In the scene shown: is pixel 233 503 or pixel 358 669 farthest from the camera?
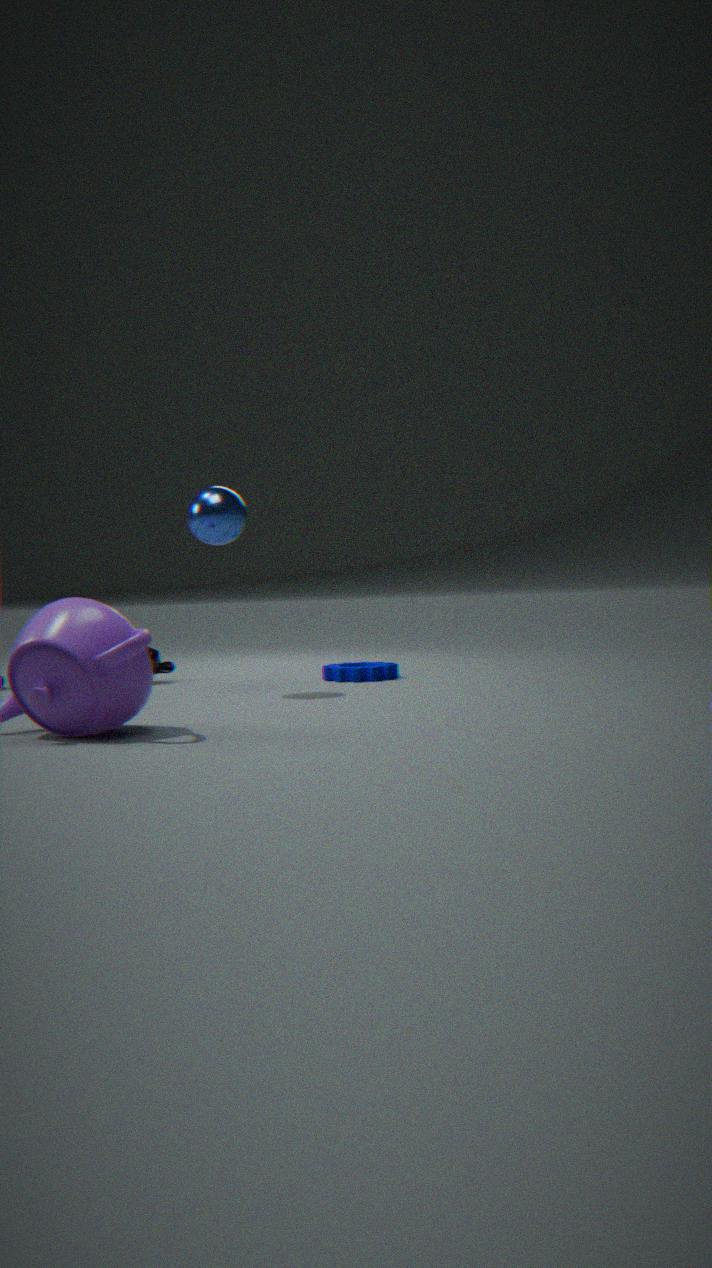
pixel 358 669
